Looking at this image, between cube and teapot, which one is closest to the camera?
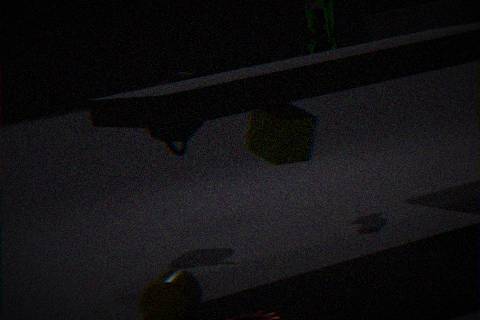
cube
